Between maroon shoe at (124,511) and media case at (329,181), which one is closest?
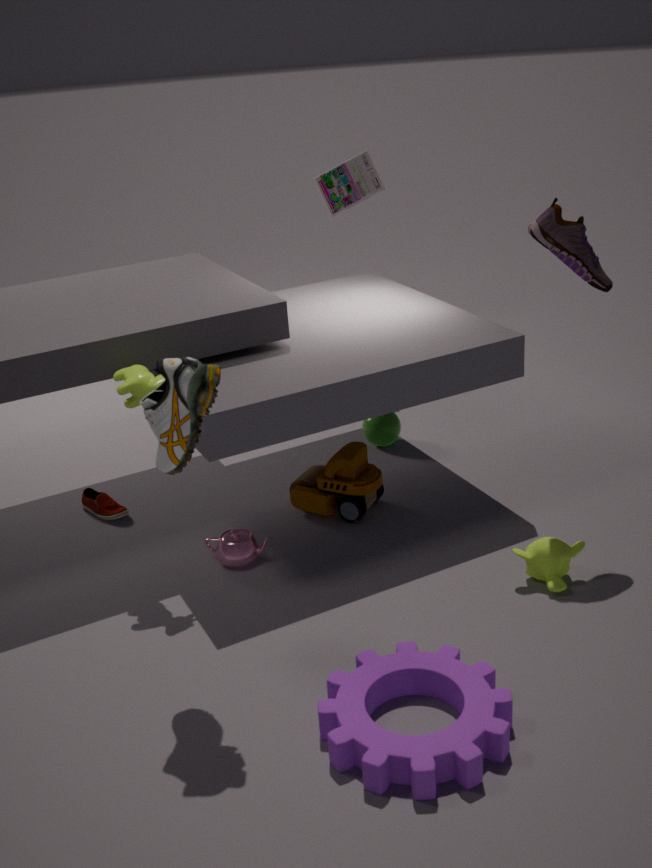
maroon shoe at (124,511)
